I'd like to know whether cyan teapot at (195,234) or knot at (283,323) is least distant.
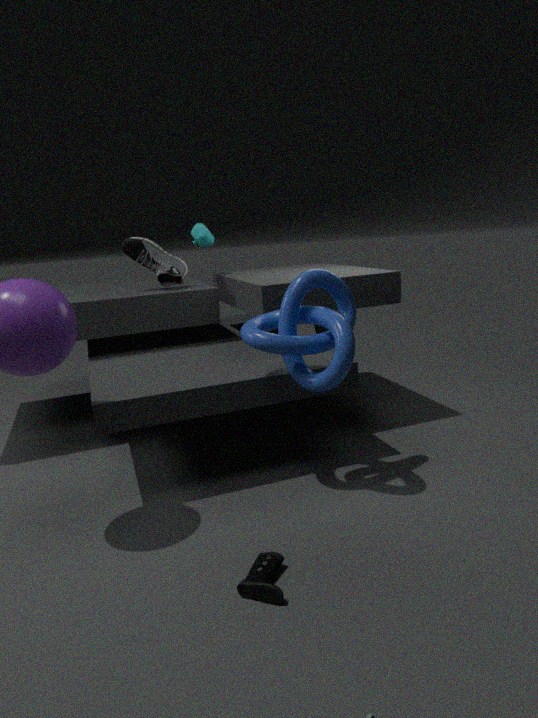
knot at (283,323)
